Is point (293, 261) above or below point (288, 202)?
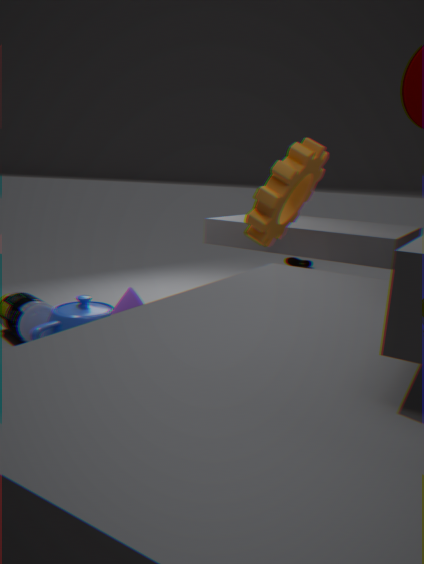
below
